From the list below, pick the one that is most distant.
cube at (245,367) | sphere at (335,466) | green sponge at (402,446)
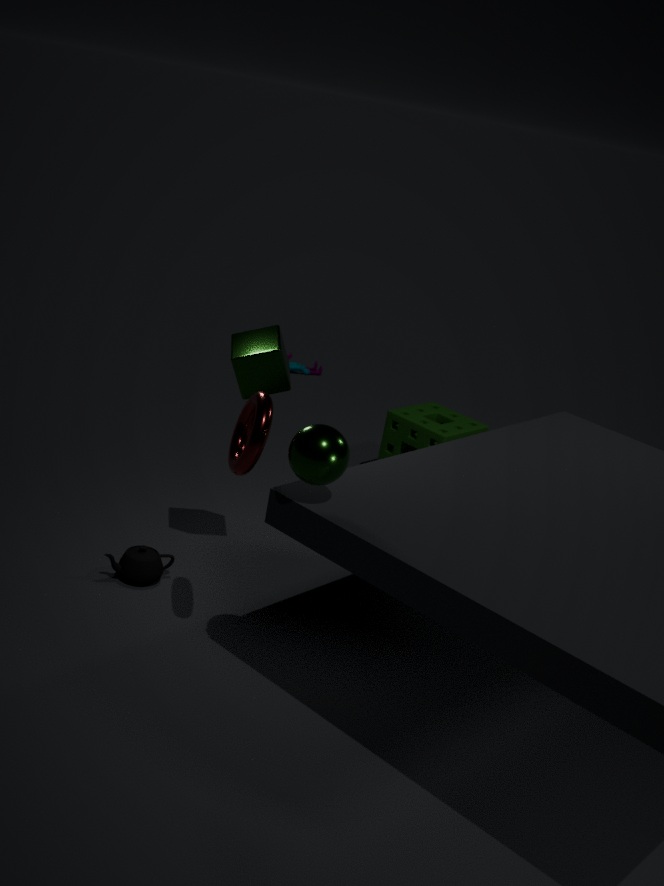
green sponge at (402,446)
